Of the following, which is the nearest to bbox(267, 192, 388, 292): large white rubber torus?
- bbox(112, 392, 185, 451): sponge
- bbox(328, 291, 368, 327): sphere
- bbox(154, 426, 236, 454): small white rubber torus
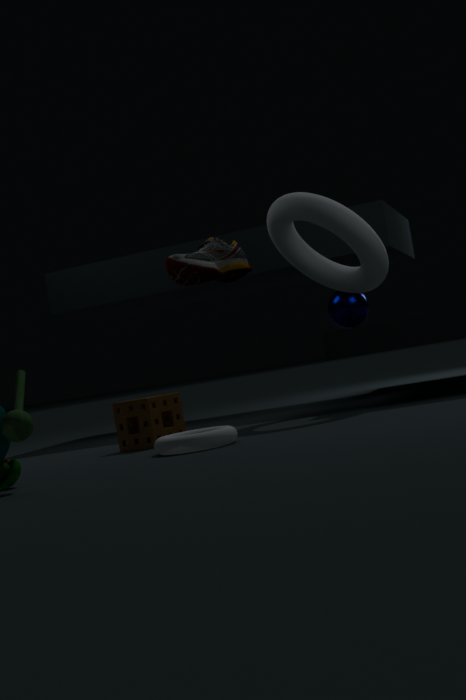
bbox(328, 291, 368, 327): sphere
